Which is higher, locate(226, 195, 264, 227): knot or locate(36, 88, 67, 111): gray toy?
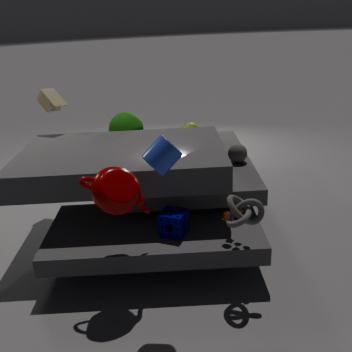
locate(36, 88, 67, 111): gray toy
